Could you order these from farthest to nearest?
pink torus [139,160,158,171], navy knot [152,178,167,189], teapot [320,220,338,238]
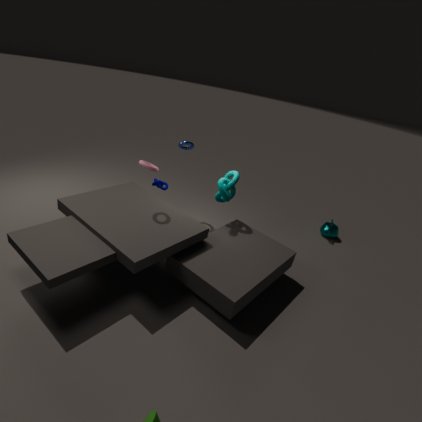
teapot [320,220,338,238] → navy knot [152,178,167,189] → pink torus [139,160,158,171]
